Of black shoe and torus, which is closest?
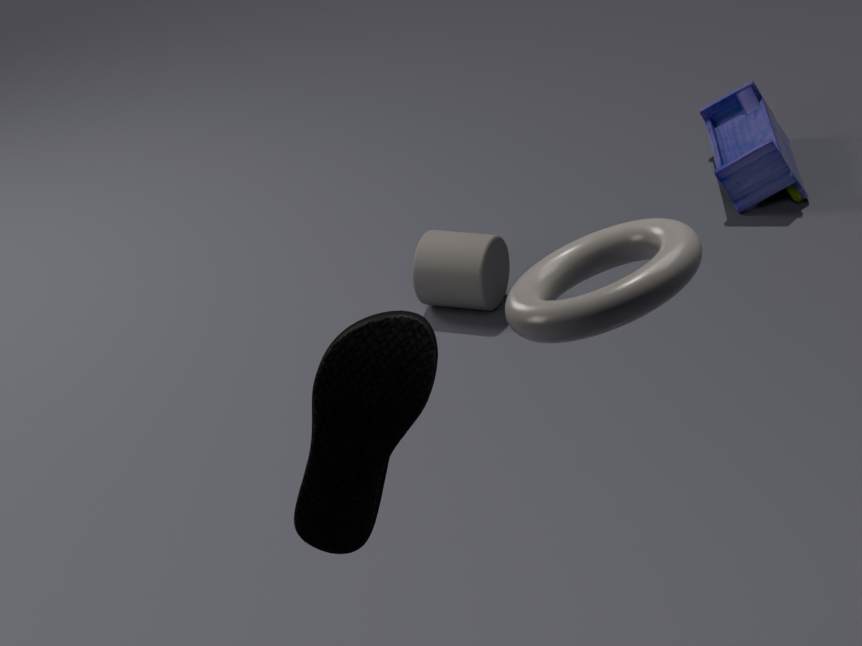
torus
